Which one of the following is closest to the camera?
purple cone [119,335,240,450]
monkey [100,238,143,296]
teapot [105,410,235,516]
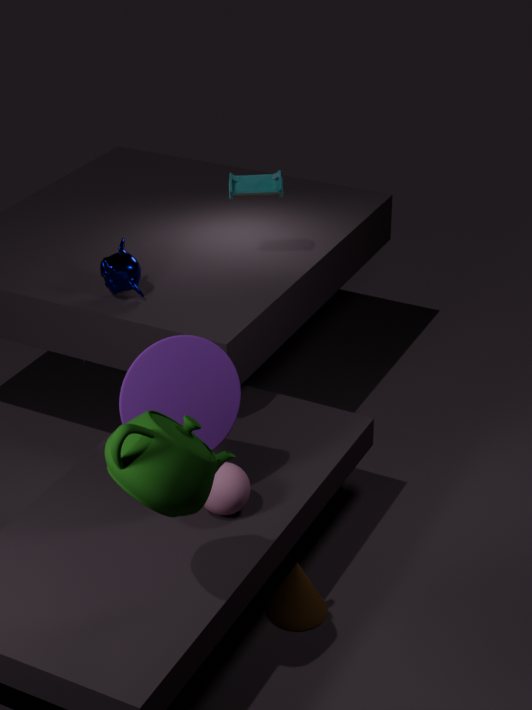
teapot [105,410,235,516]
